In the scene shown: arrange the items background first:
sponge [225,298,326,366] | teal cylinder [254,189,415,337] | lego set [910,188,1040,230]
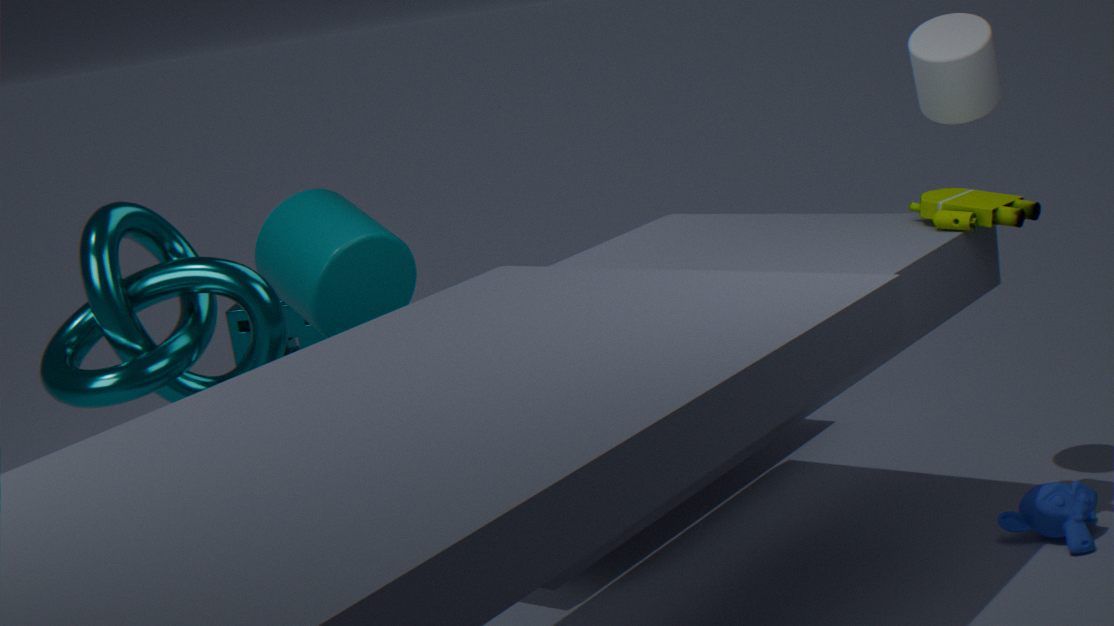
sponge [225,298,326,366] < teal cylinder [254,189,415,337] < lego set [910,188,1040,230]
